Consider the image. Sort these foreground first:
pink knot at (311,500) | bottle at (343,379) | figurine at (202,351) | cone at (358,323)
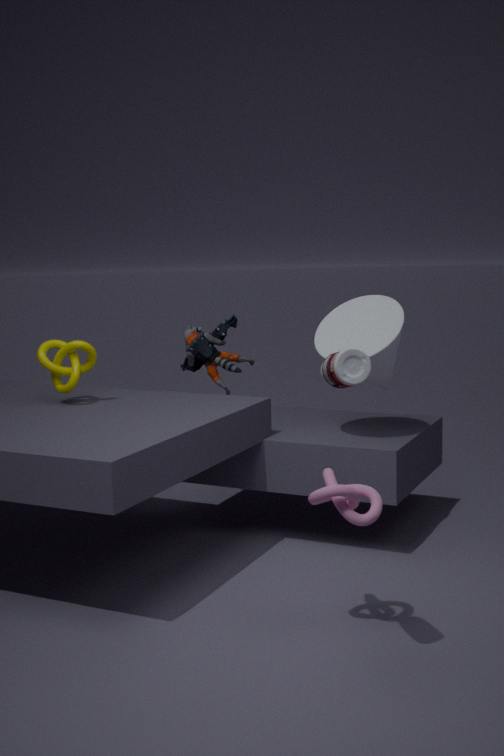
bottle at (343,379) < pink knot at (311,500) < cone at (358,323) < figurine at (202,351)
